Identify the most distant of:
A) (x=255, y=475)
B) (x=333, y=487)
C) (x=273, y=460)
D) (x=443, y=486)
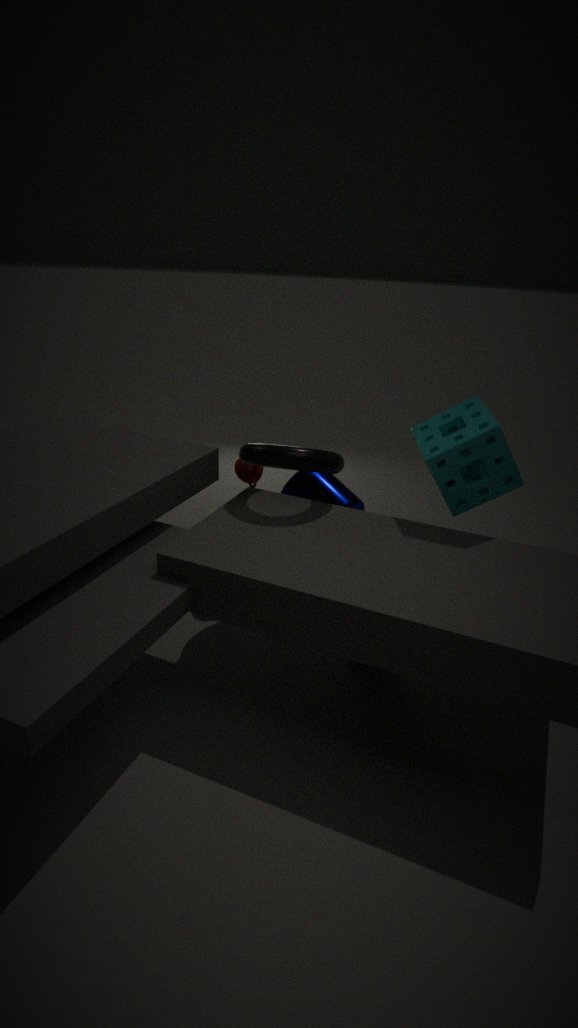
A. (x=255, y=475)
